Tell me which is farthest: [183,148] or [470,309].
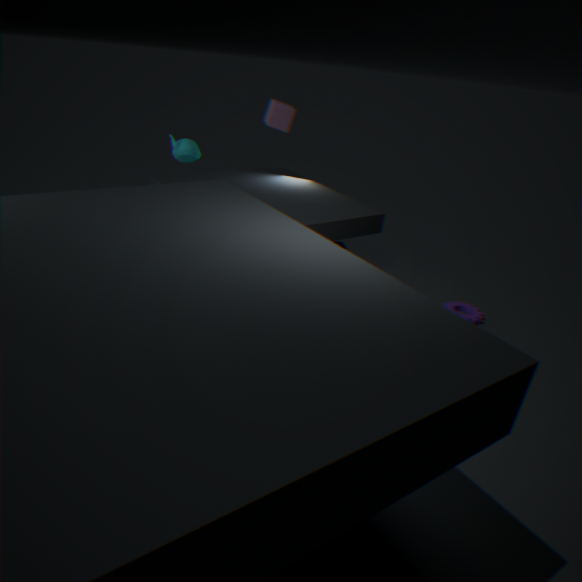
[470,309]
